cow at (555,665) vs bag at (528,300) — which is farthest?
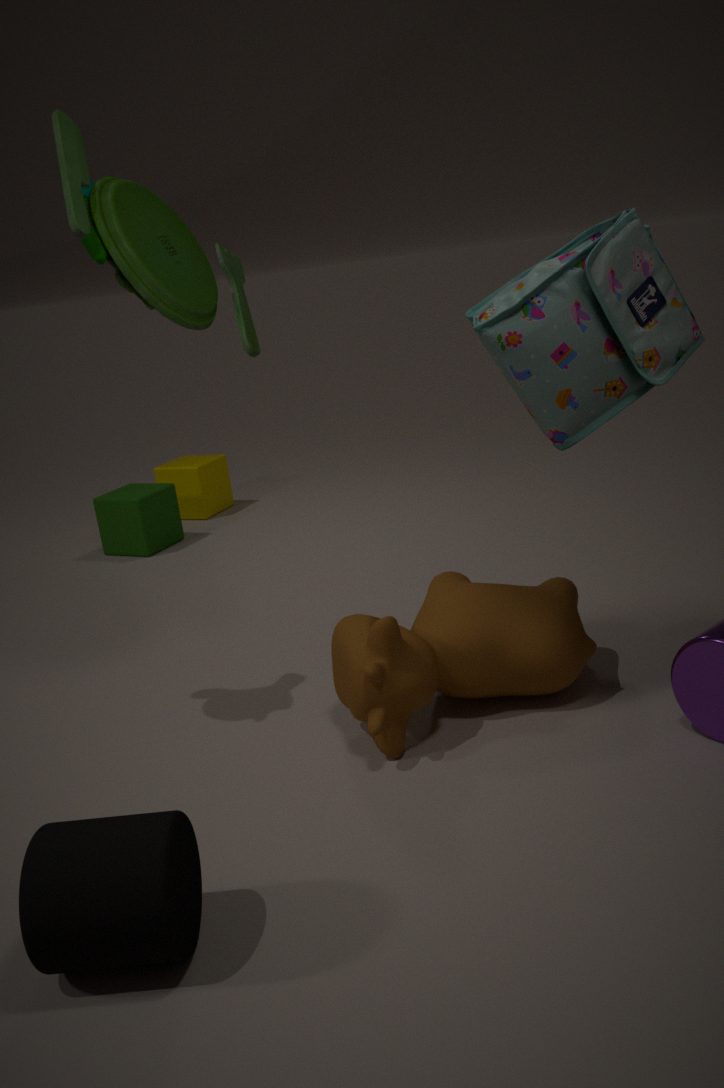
cow at (555,665)
